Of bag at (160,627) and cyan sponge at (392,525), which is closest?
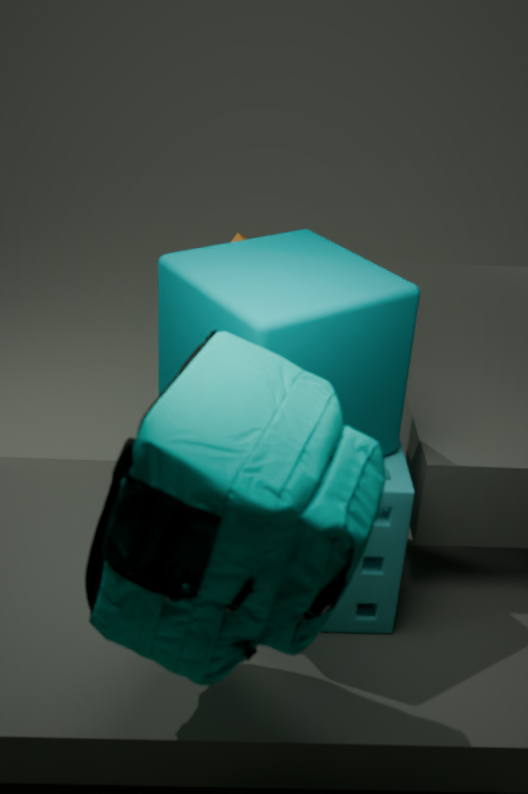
bag at (160,627)
